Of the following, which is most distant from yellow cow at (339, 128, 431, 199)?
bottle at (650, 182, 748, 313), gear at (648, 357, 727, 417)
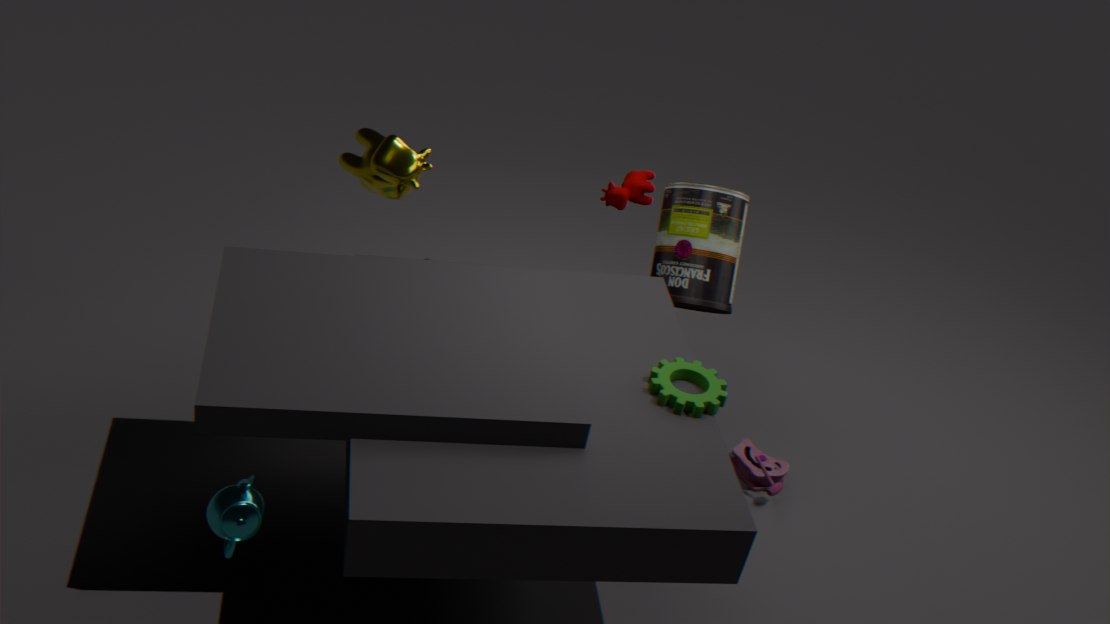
gear at (648, 357, 727, 417)
